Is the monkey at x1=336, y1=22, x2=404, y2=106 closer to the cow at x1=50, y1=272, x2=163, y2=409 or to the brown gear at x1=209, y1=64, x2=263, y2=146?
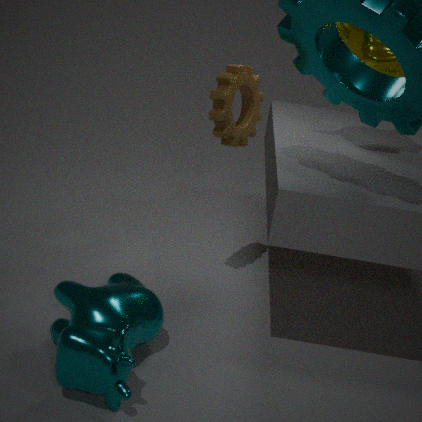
the brown gear at x1=209, y1=64, x2=263, y2=146
